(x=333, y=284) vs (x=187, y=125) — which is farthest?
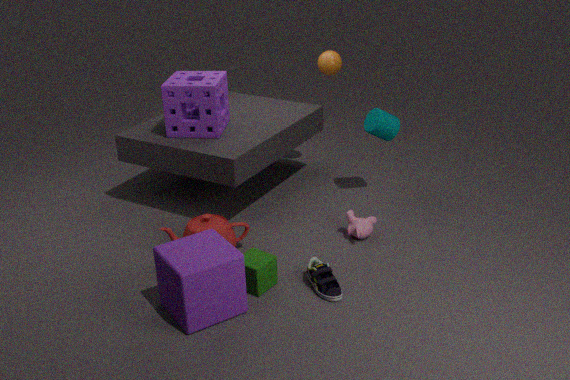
(x=187, y=125)
